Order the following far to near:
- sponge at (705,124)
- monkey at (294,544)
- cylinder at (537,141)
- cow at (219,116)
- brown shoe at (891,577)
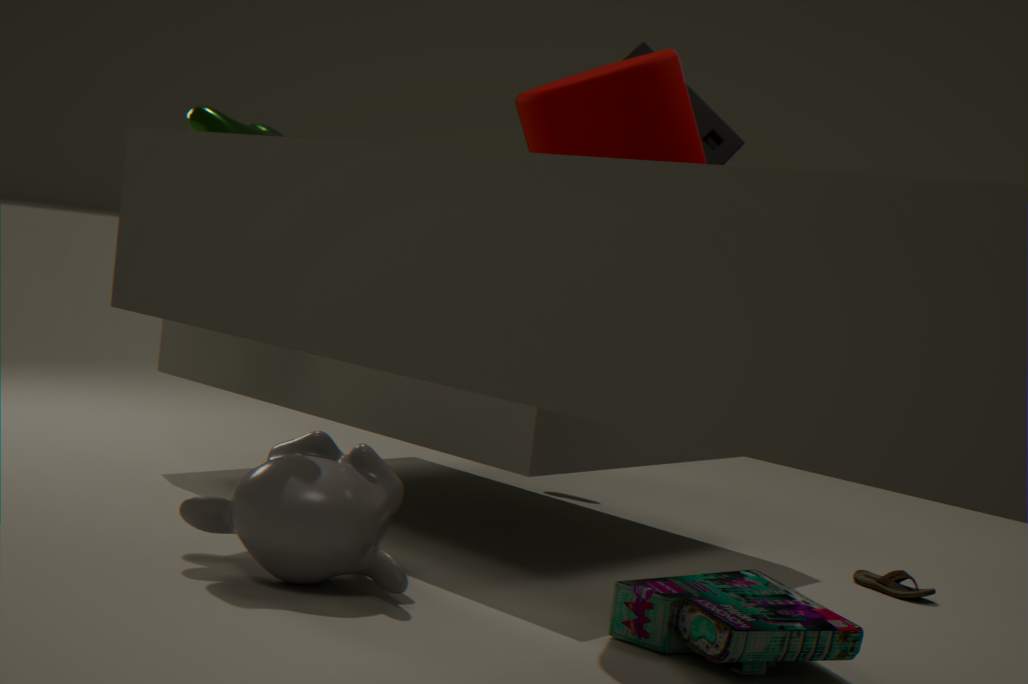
sponge at (705,124) → brown shoe at (891,577) → cow at (219,116) → cylinder at (537,141) → monkey at (294,544)
